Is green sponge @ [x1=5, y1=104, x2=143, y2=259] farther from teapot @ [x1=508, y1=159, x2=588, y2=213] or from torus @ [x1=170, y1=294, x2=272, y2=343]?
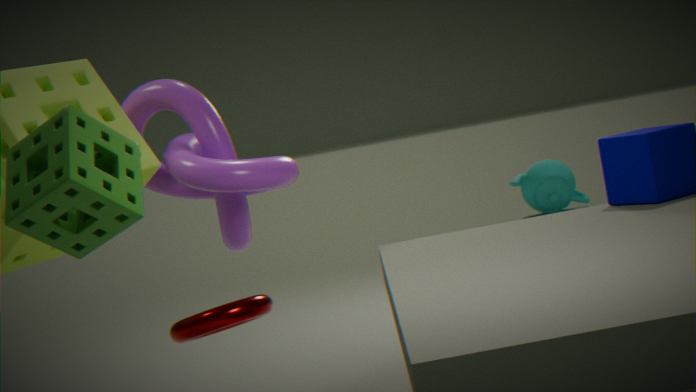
teapot @ [x1=508, y1=159, x2=588, y2=213]
